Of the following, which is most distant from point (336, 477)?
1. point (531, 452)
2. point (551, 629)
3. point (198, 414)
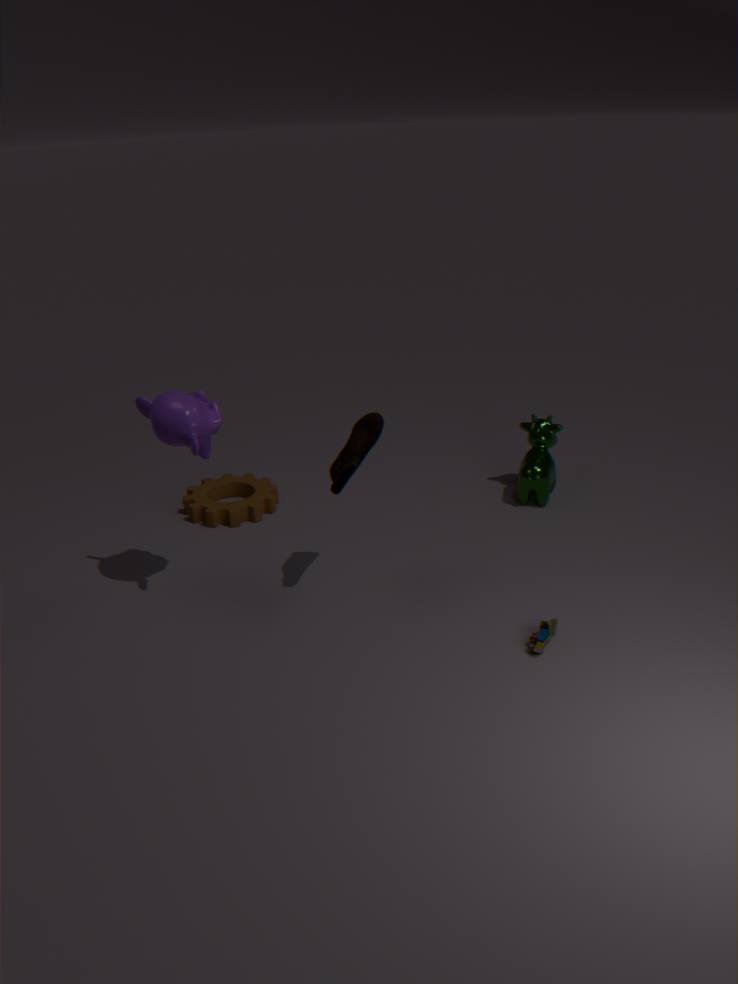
point (531, 452)
